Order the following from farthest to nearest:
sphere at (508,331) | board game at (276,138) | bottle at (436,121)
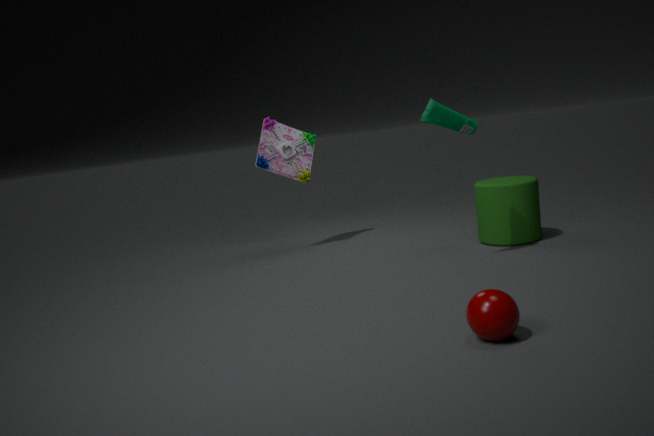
board game at (276,138) < bottle at (436,121) < sphere at (508,331)
